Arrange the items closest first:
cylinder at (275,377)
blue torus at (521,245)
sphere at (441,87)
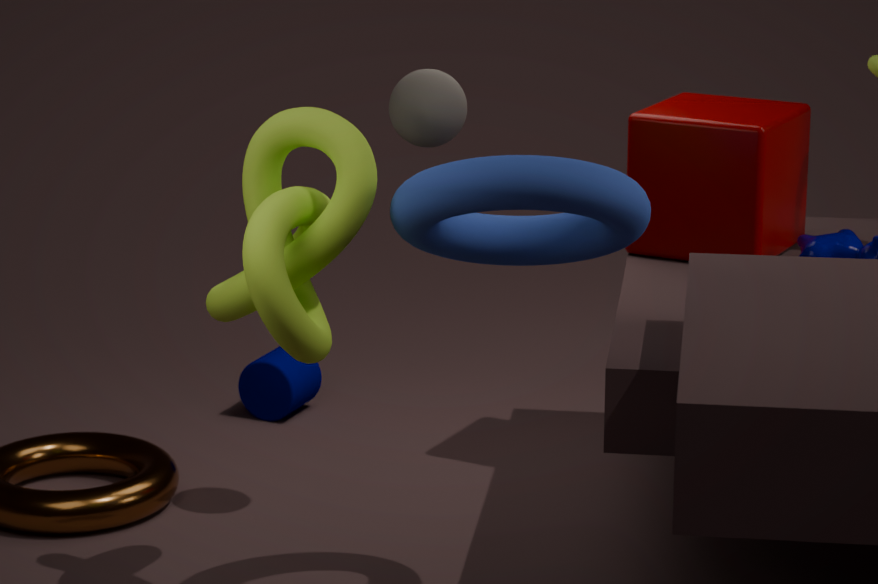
blue torus at (521,245) < sphere at (441,87) < cylinder at (275,377)
